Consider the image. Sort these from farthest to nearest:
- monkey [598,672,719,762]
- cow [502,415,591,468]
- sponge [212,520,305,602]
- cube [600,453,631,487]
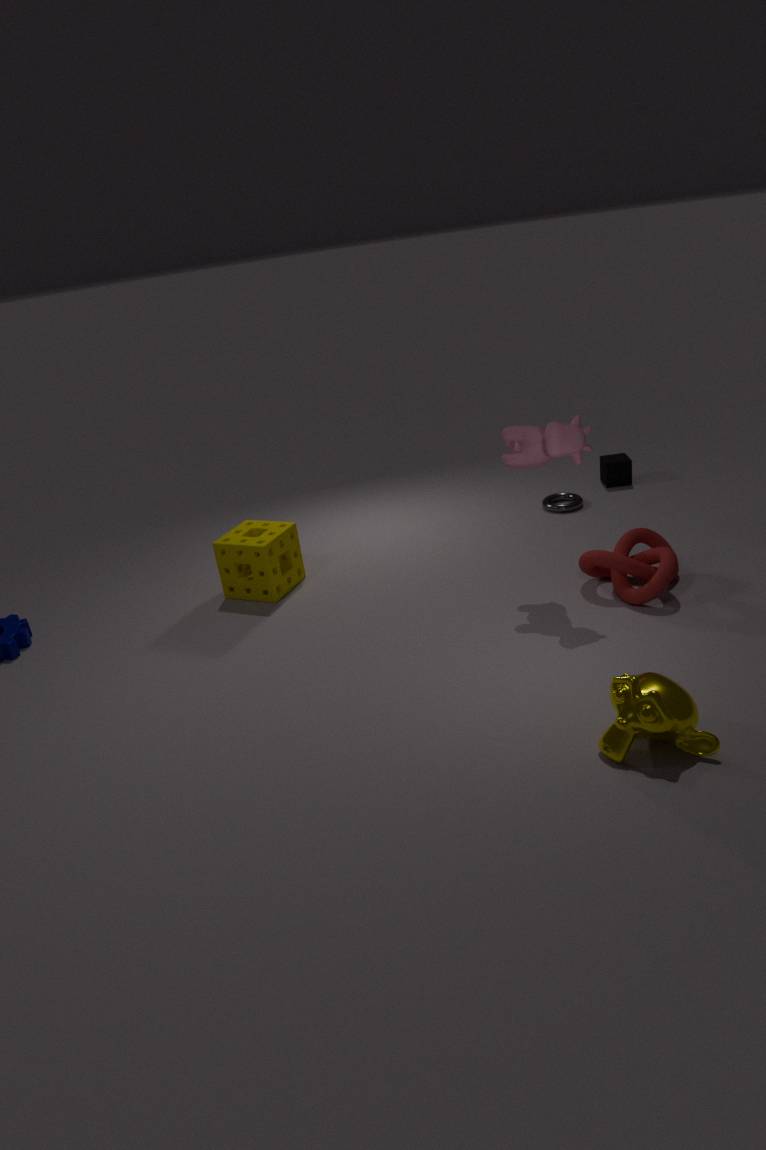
cube [600,453,631,487], sponge [212,520,305,602], cow [502,415,591,468], monkey [598,672,719,762]
